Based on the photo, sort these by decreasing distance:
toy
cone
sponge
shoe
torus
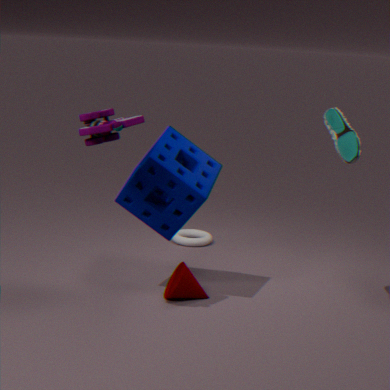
torus → cone → sponge → shoe → toy
